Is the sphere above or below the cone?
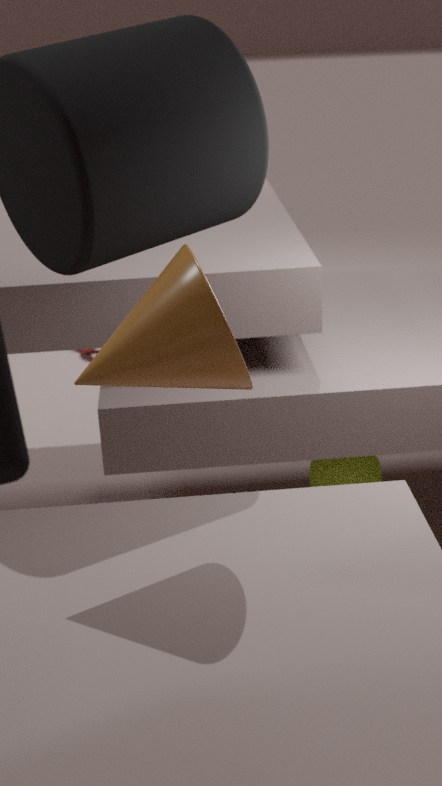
below
